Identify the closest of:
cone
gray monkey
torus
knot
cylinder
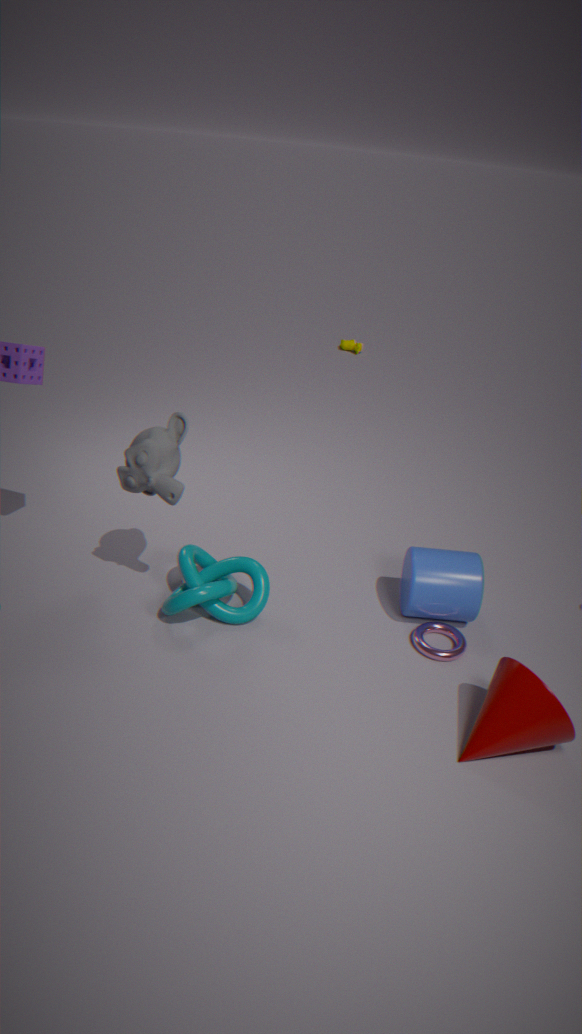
cone
